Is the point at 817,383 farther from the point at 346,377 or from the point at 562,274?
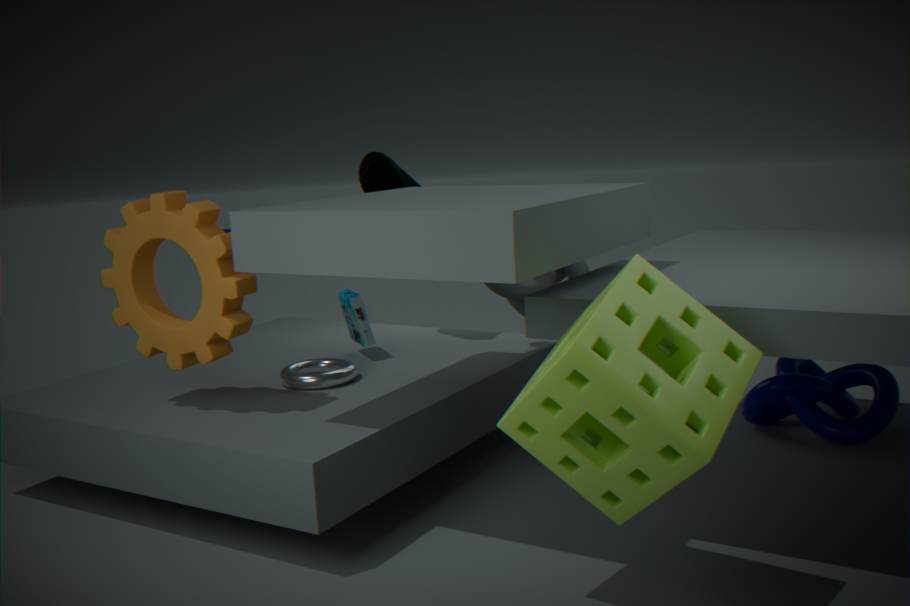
the point at 346,377
